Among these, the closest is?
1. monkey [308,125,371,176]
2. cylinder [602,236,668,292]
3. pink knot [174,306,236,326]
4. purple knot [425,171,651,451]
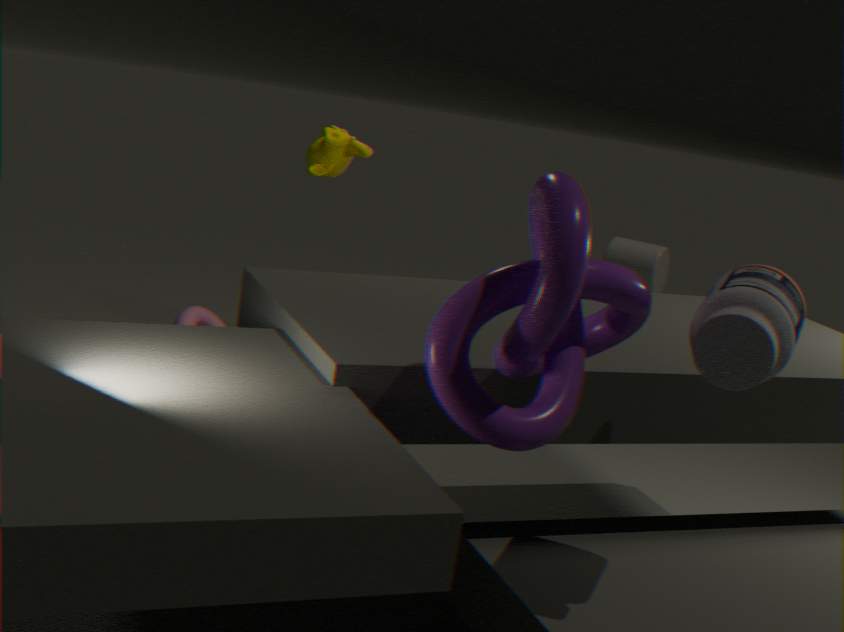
purple knot [425,171,651,451]
